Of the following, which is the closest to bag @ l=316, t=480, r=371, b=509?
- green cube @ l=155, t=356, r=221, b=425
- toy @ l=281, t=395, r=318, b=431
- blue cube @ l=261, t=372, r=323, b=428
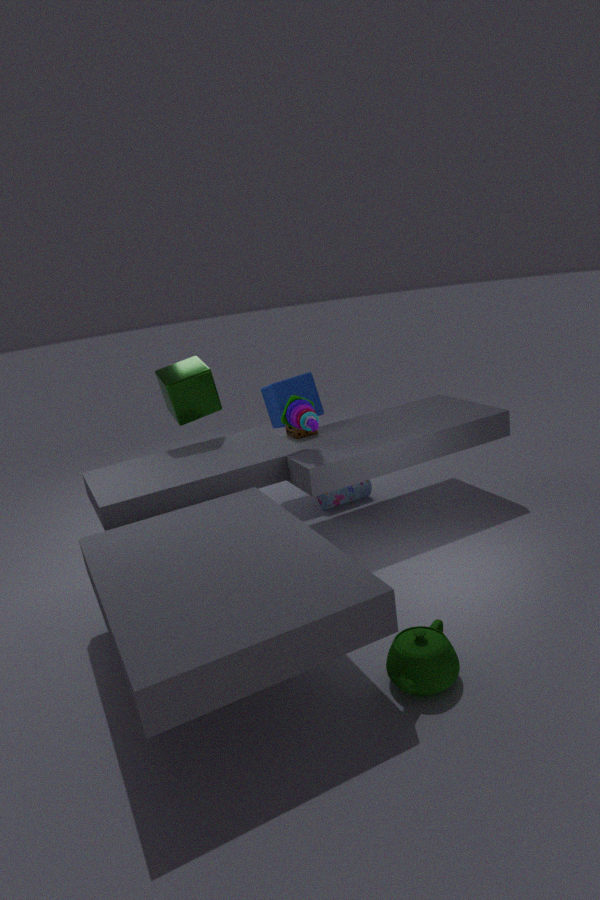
blue cube @ l=261, t=372, r=323, b=428
